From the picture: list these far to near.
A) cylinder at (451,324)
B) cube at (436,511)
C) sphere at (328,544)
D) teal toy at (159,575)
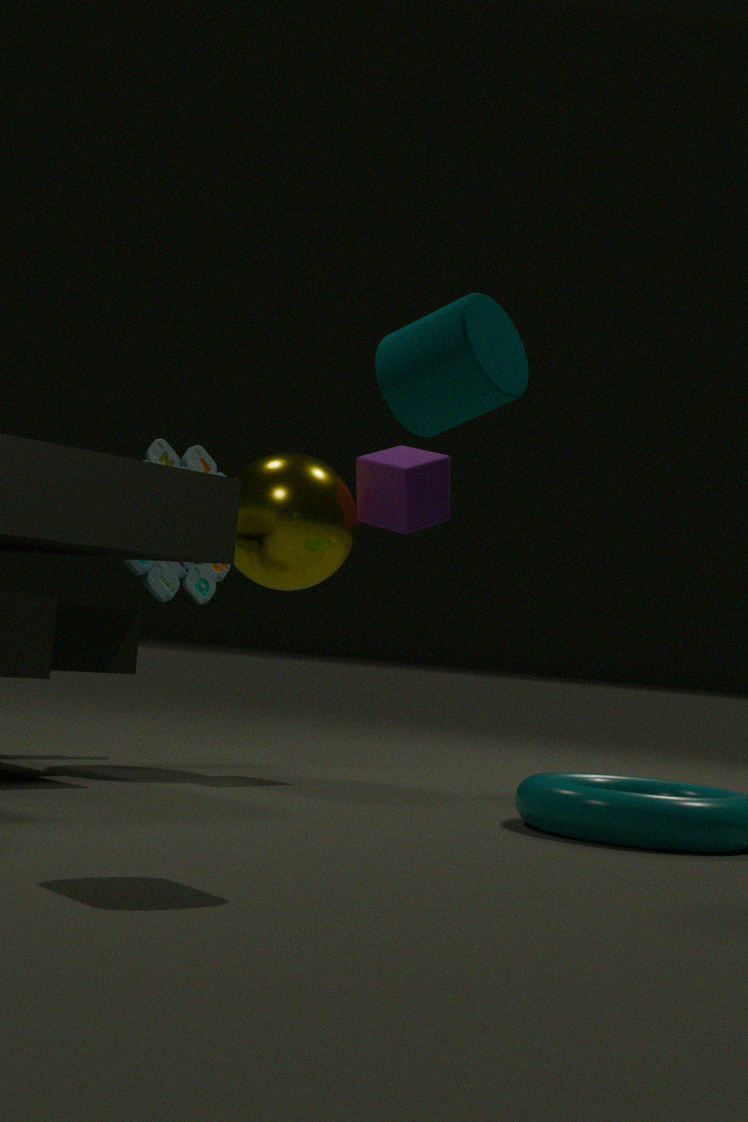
teal toy at (159,575) → cube at (436,511) → sphere at (328,544) → cylinder at (451,324)
